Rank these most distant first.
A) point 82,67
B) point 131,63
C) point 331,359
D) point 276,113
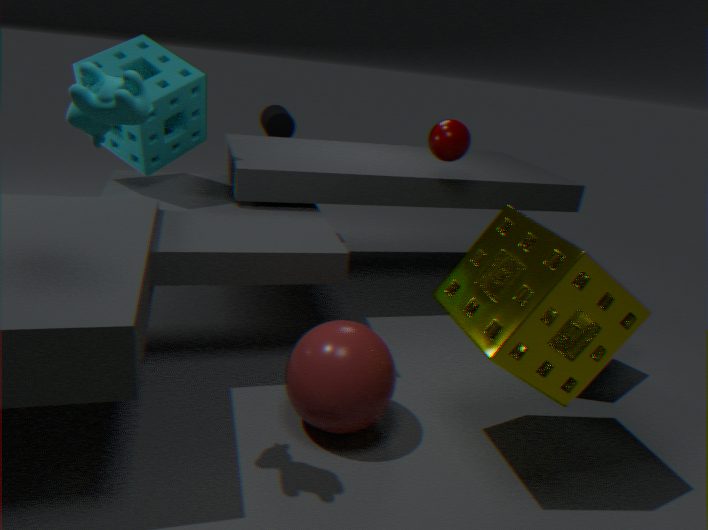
1. point 276,113
2. point 131,63
3. point 331,359
4. point 82,67
